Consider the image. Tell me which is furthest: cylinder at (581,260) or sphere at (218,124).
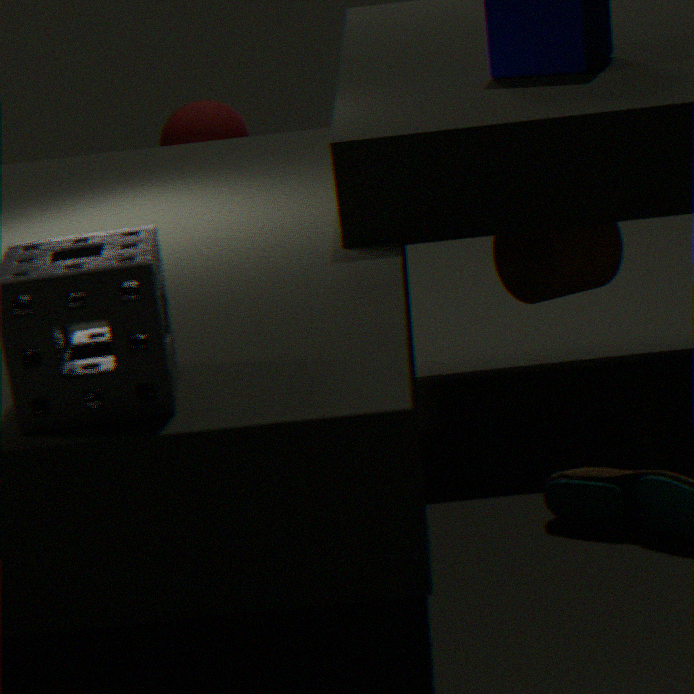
sphere at (218,124)
